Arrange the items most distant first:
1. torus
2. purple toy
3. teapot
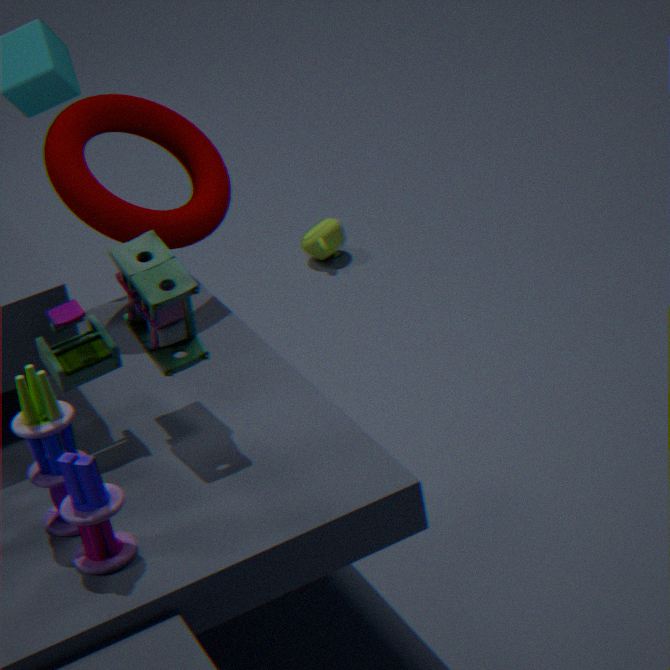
teapot, torus, purple toy
